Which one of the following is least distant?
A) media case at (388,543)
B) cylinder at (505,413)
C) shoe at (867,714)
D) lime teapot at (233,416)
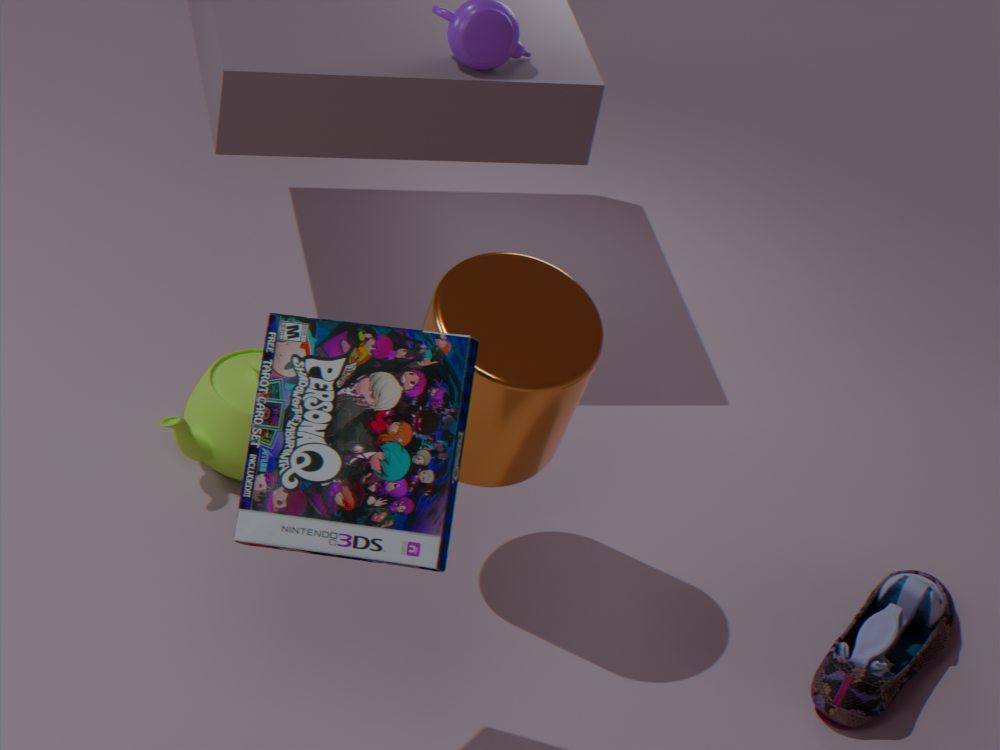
media case at (388,543)
